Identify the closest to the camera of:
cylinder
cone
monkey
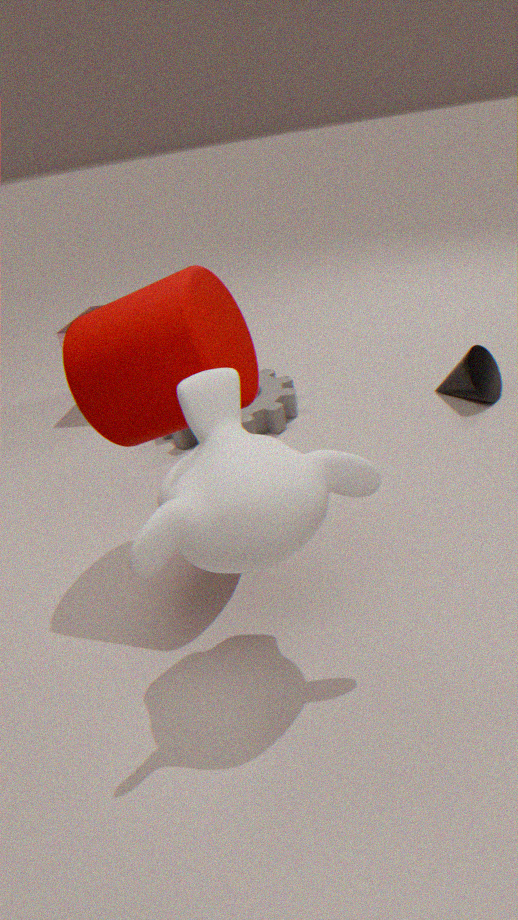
monkey
